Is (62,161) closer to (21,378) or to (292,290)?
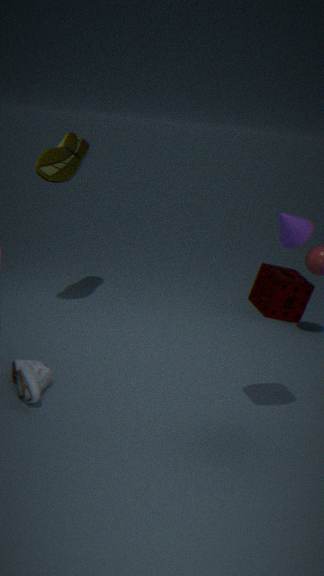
(21,378)
